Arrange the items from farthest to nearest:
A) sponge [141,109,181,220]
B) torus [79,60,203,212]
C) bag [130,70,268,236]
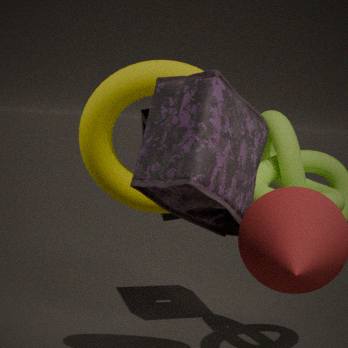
1. A. sponge [141,109,181,220]
2. B. torus [79,60,203,212]
3. C. bag [130,70,268,236]
